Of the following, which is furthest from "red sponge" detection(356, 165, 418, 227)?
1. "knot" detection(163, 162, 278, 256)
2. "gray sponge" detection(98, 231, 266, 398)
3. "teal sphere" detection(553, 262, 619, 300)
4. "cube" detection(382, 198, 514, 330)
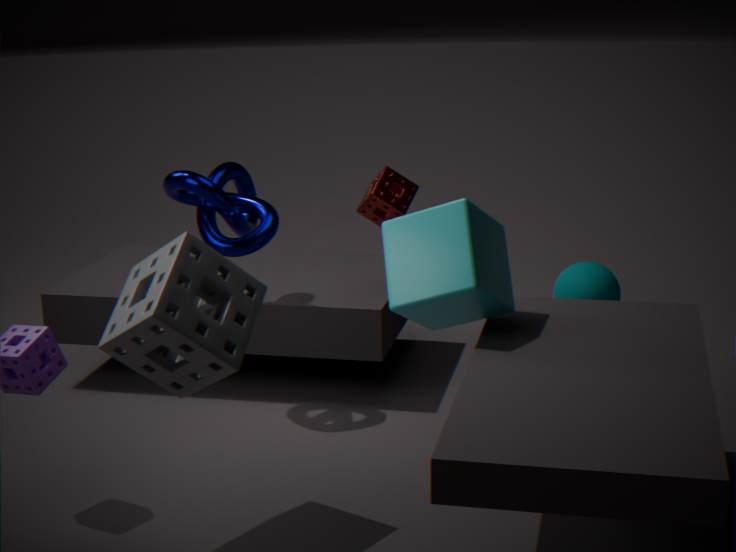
"teal sphere" detection(553, 262, 619, 300)
